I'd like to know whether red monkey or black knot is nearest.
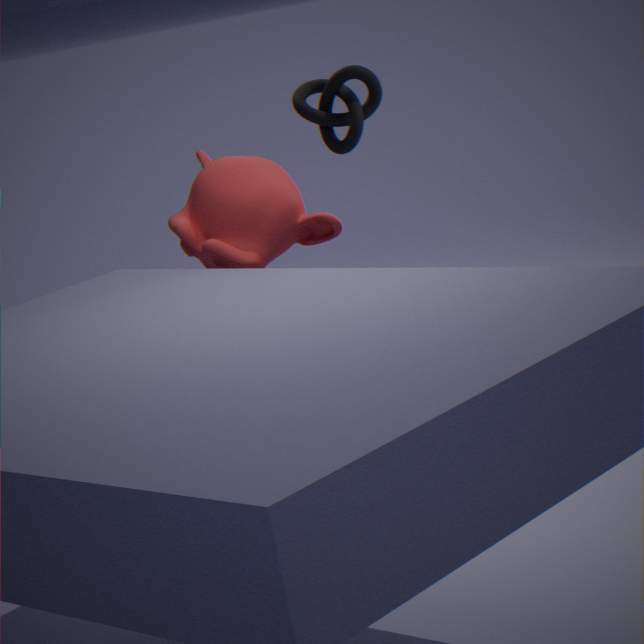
red monkey
